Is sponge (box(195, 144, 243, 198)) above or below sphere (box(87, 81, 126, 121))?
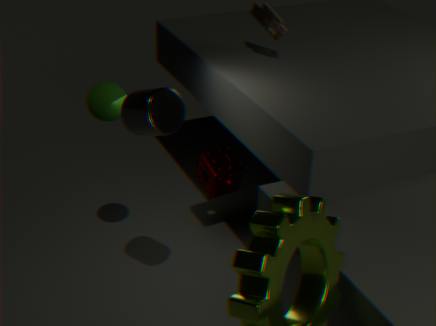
below
